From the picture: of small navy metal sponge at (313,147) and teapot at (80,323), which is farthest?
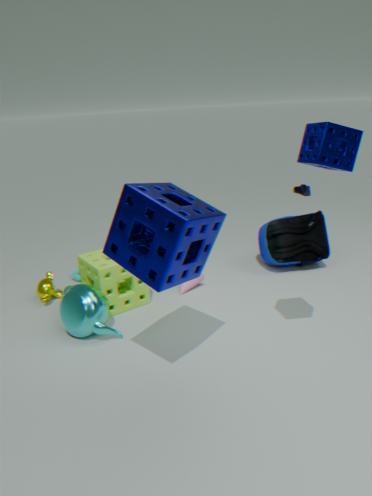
teapot at (80,323)
